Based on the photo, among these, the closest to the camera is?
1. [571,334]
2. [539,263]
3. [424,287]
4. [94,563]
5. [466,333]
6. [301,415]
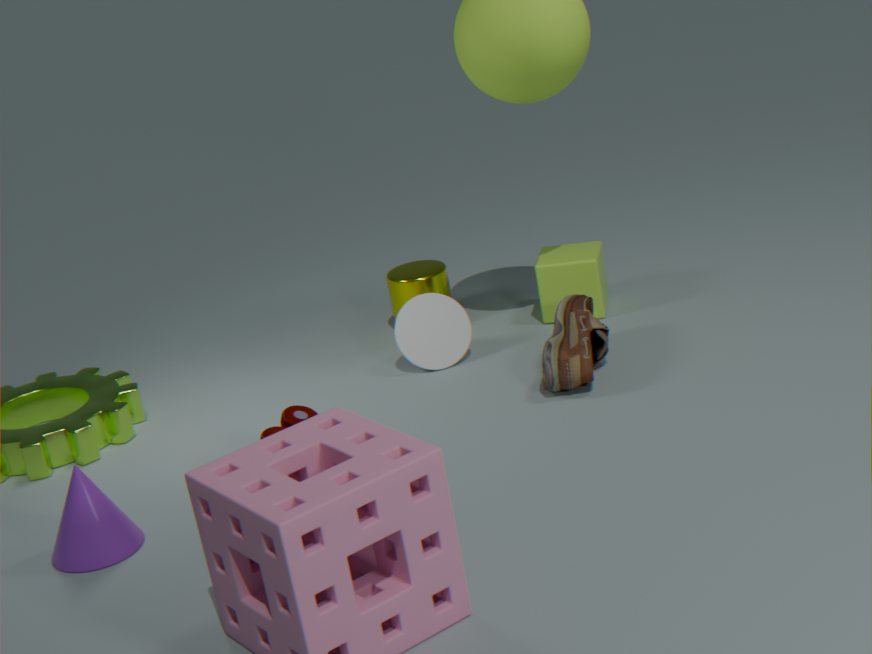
[94,563]
